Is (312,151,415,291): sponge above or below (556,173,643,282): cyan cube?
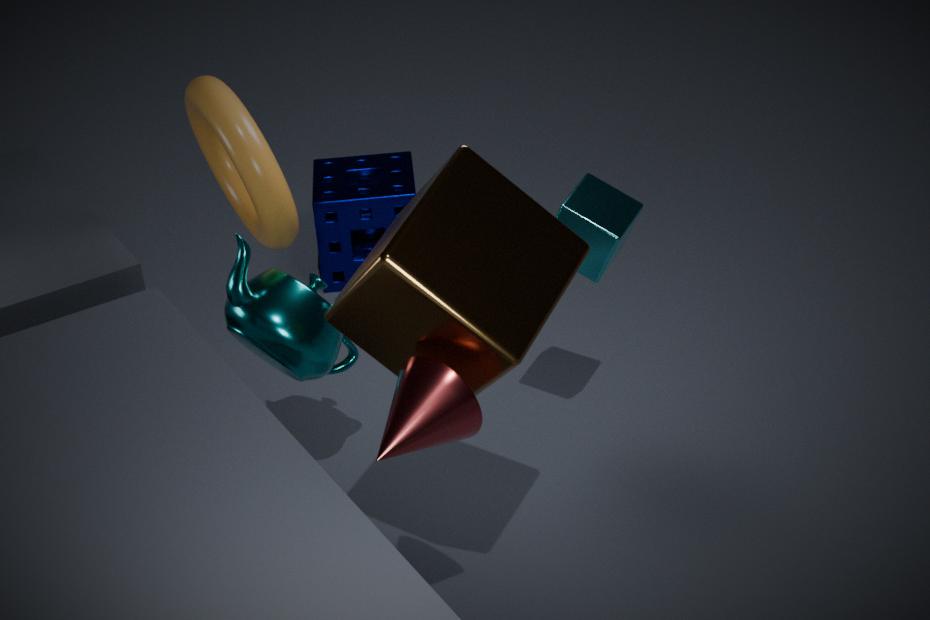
below
